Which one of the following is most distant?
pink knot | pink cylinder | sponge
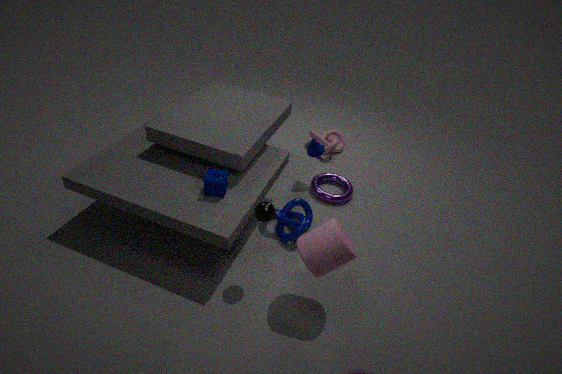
pink knot
